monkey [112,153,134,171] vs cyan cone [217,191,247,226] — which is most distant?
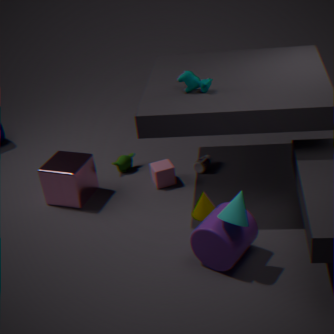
monkey [112,153,134,171]
